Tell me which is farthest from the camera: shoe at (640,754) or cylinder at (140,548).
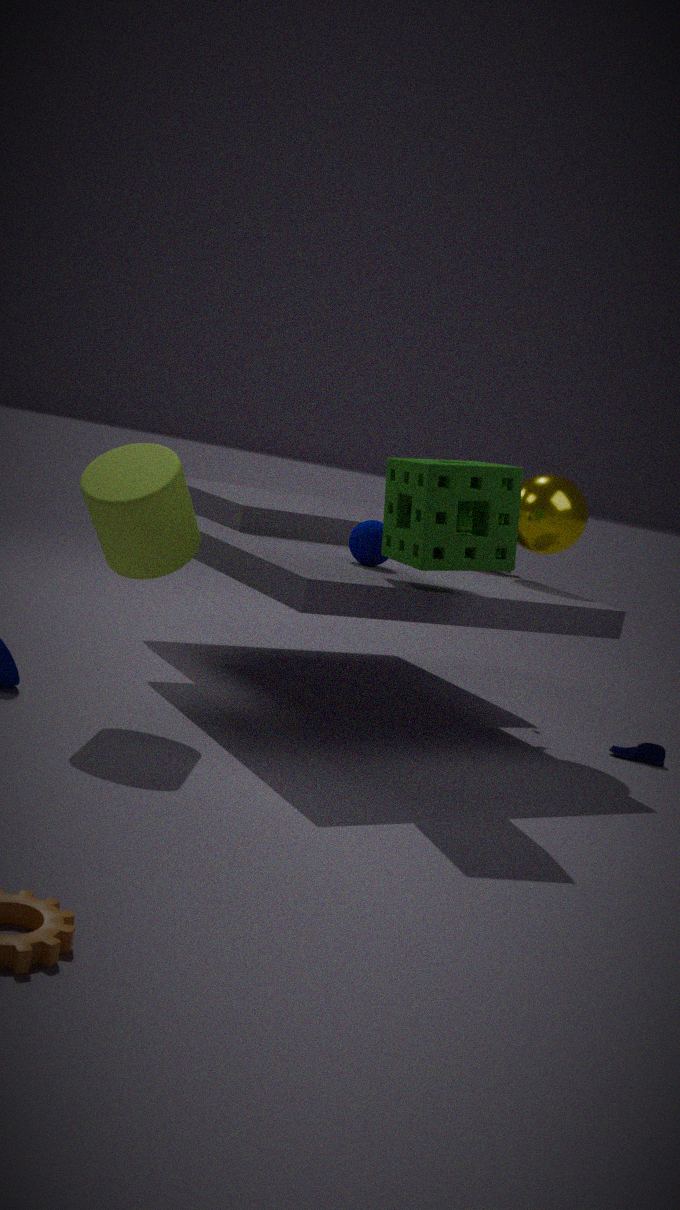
shoe at (640,754)
